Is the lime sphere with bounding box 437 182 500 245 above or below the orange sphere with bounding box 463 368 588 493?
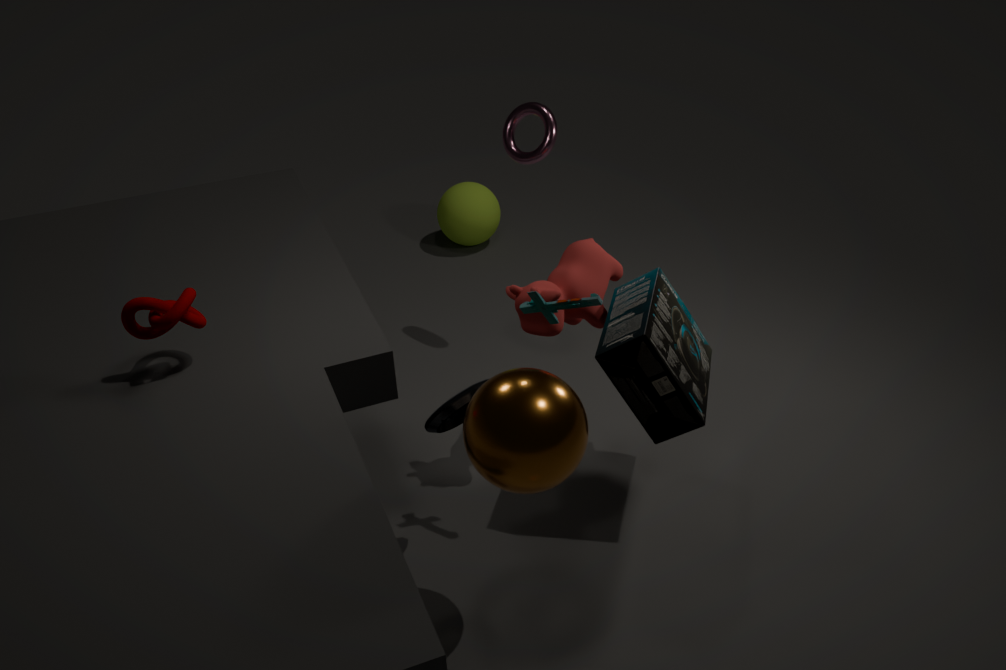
below
